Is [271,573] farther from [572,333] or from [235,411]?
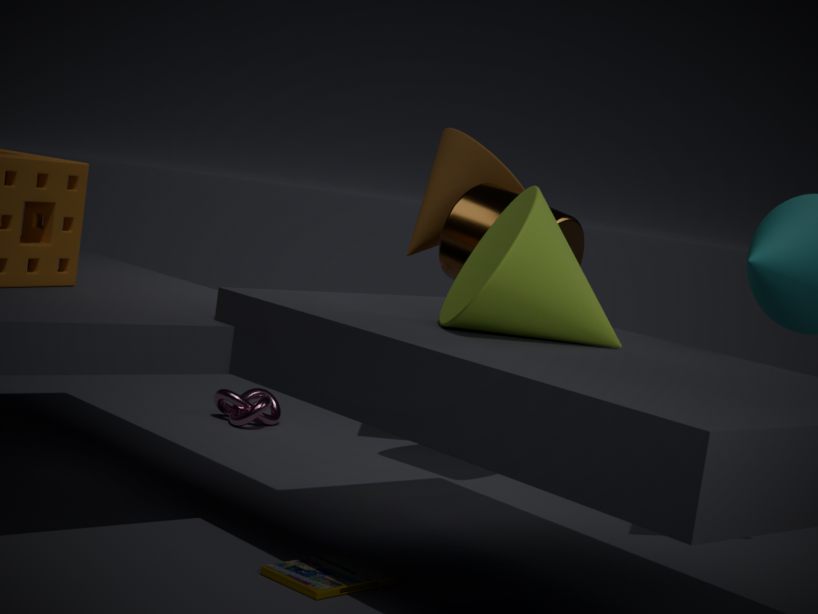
[235,411]
